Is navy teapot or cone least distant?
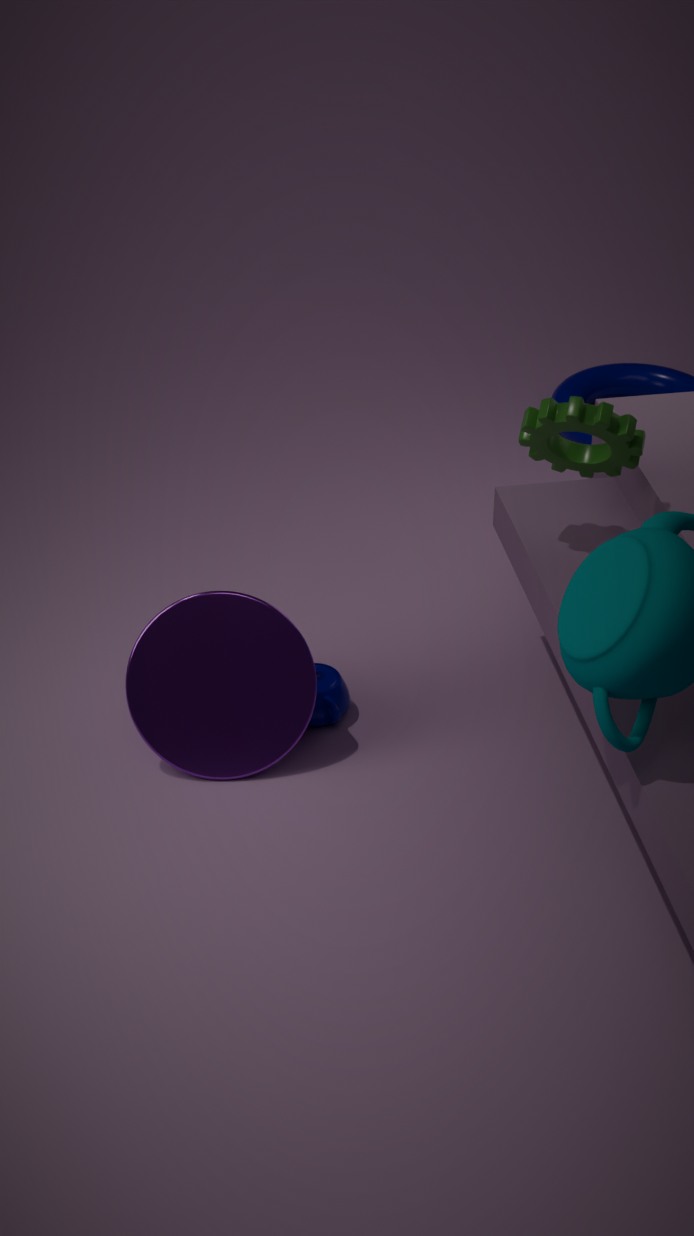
cone
